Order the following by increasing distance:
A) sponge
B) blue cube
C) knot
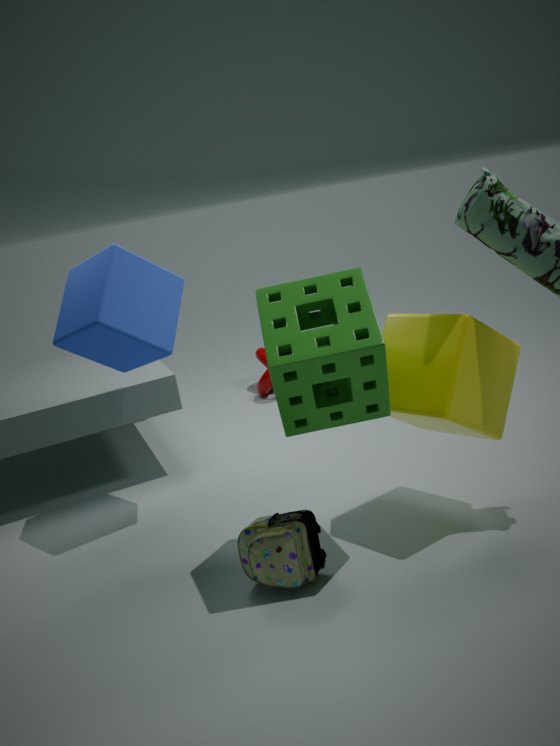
sponge → blue cube → knot
